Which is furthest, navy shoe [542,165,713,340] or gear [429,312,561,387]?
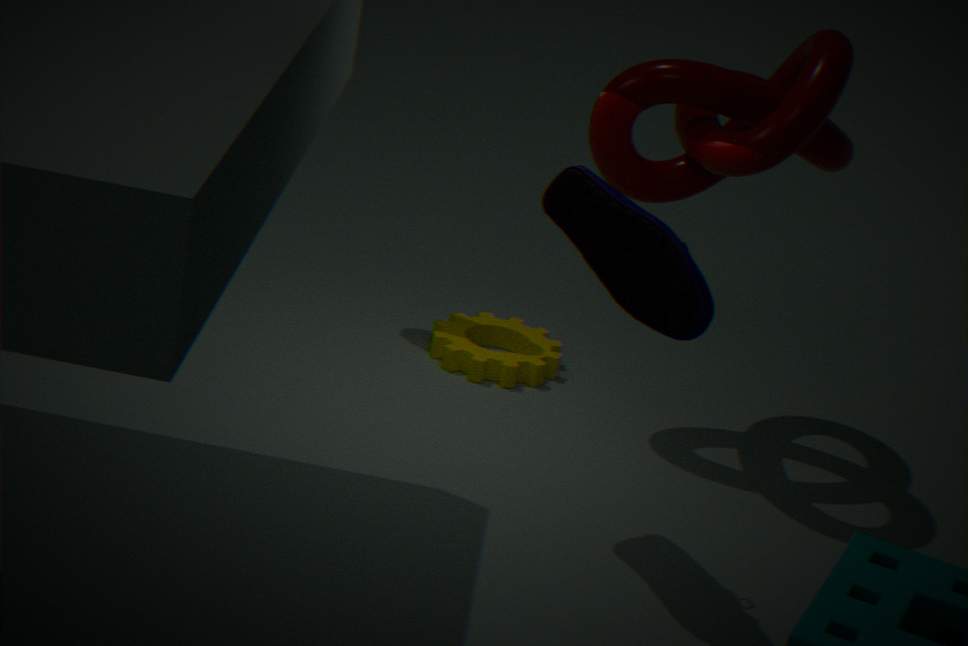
gear [429,312,561,387]
